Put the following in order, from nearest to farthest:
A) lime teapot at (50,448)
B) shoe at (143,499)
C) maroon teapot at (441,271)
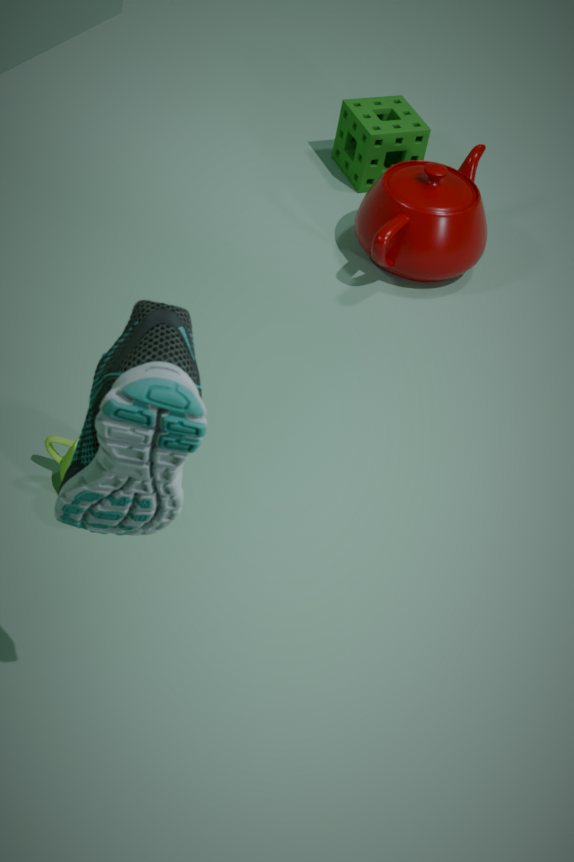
shoe at (143,499) → lime teapot at (50,448) → maroon teapot at (441,271)
